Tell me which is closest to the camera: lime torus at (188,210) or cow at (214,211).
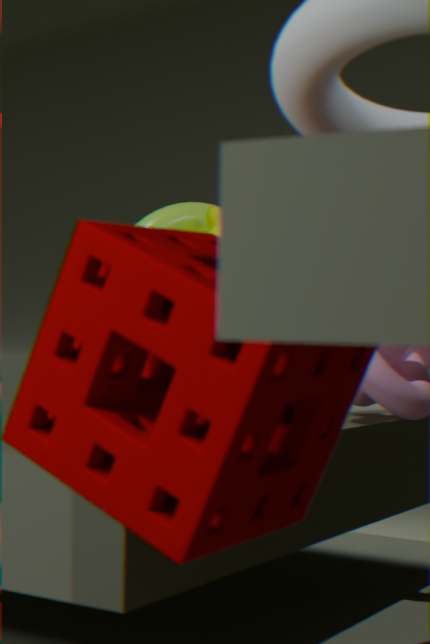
cow at (214,211)
